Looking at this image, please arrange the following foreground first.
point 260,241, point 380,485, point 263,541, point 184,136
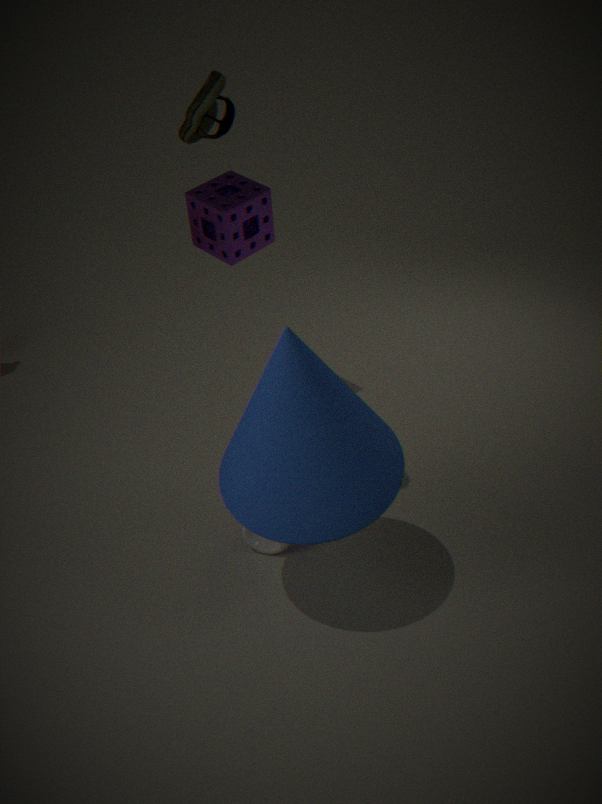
point 380,485 → point 184,136 → point 263,541 → point 260,241
